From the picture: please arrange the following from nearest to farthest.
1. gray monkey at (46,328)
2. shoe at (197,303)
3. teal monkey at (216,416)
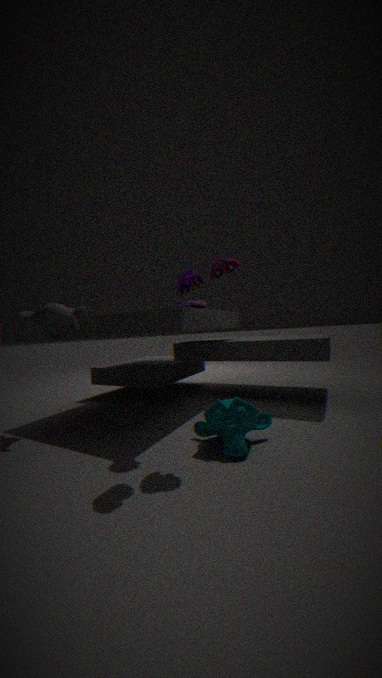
teal monkey at (216,416)
gray monkey at (46,328)
shoe at (197,303)
